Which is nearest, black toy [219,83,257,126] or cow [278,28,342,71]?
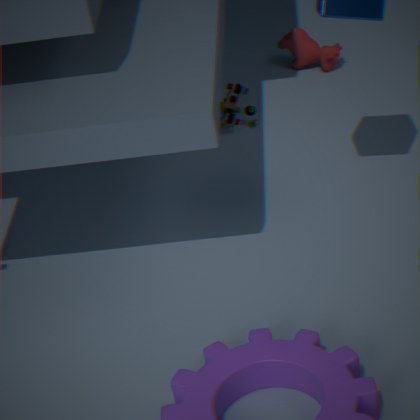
black toy [219,83,257,126]
